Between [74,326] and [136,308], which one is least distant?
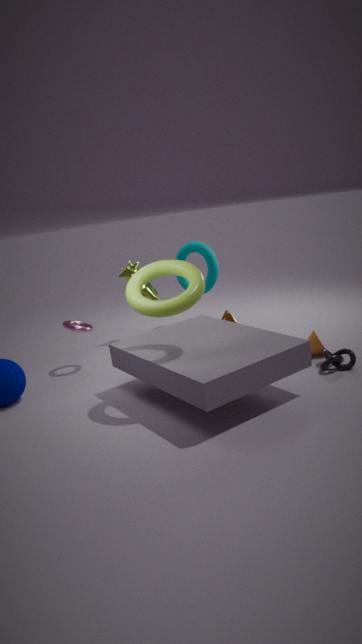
[136,308]
